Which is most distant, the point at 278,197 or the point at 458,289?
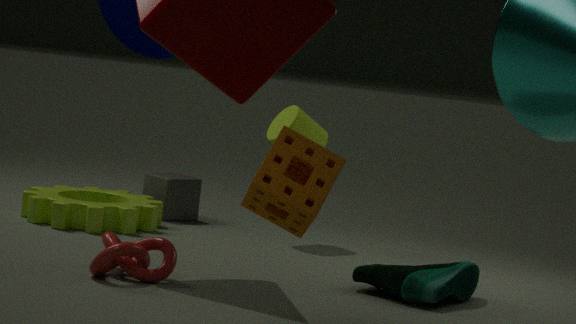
the point at 458,289
